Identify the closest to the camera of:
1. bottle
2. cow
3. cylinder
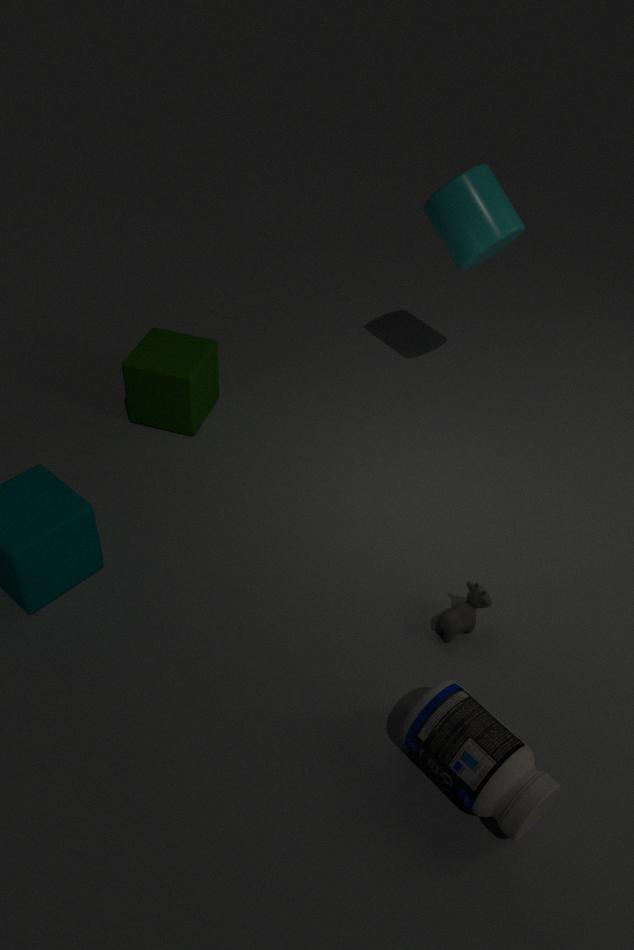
bottle
